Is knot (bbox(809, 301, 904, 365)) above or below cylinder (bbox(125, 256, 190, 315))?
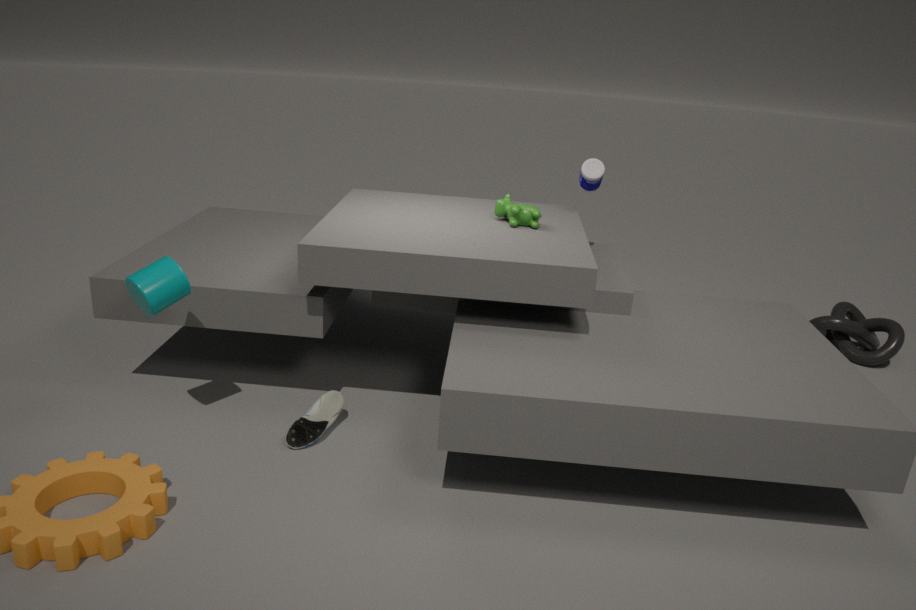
below
